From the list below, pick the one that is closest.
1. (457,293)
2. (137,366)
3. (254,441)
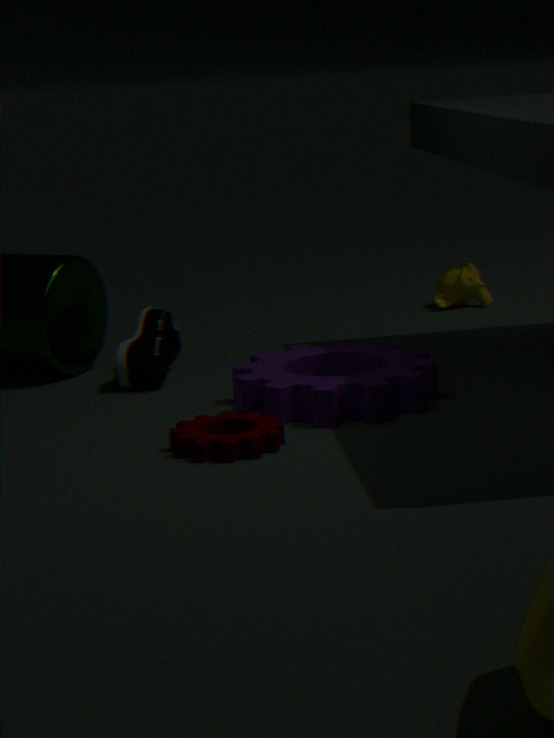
(254,441)
